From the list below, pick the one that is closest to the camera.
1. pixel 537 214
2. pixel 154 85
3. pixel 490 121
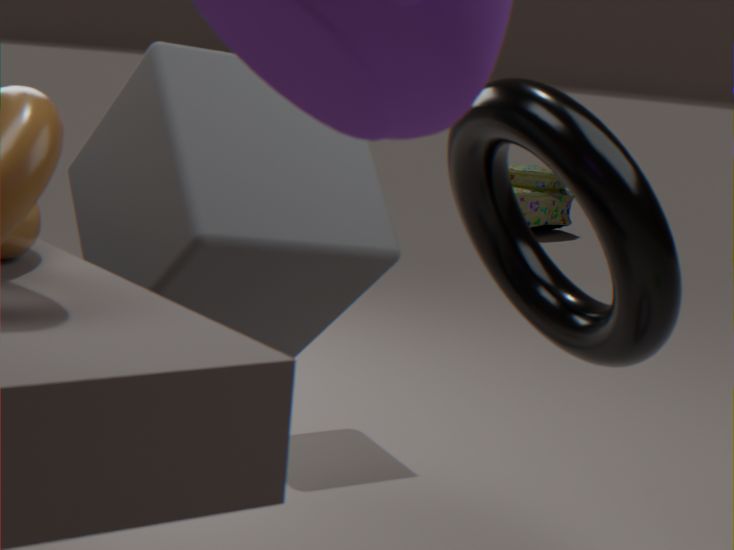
pixel 154 85
